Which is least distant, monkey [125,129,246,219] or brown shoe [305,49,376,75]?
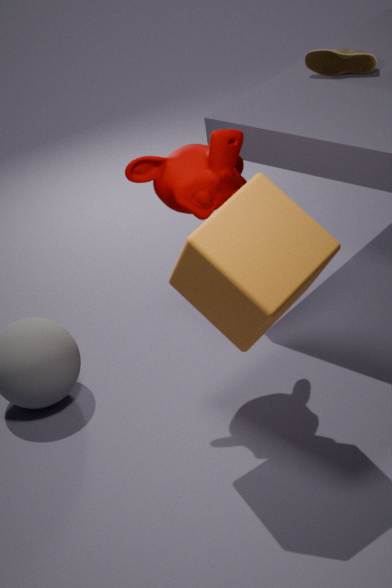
monkey [125,129,246,219]
